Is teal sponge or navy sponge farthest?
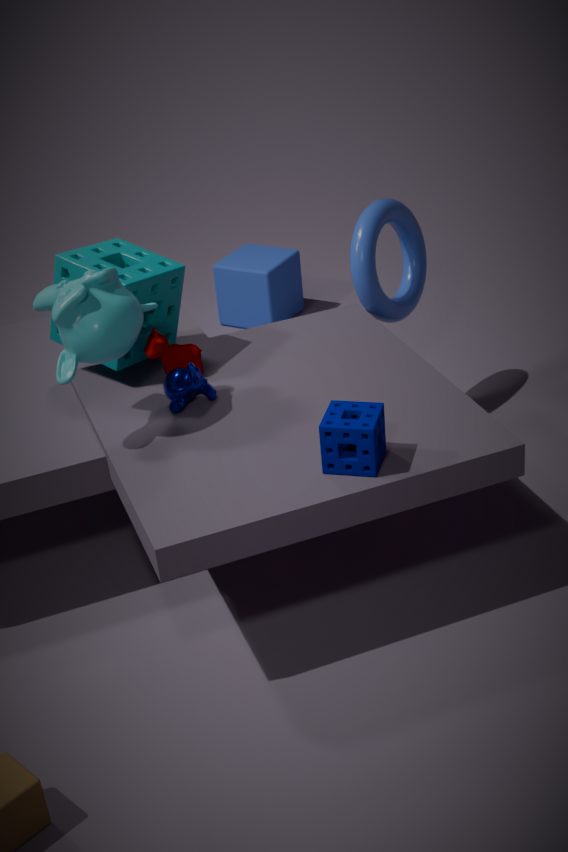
teal sponge
